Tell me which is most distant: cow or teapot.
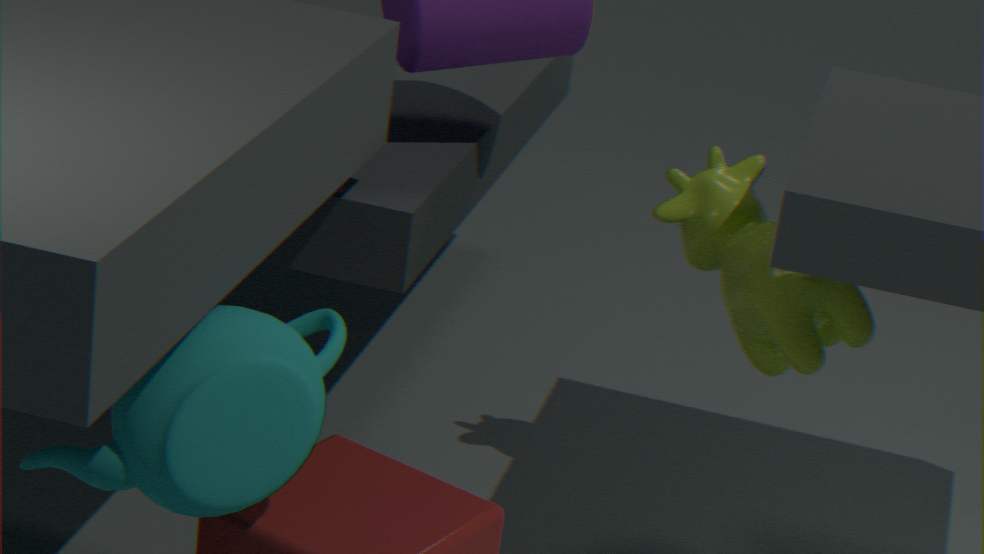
cow
